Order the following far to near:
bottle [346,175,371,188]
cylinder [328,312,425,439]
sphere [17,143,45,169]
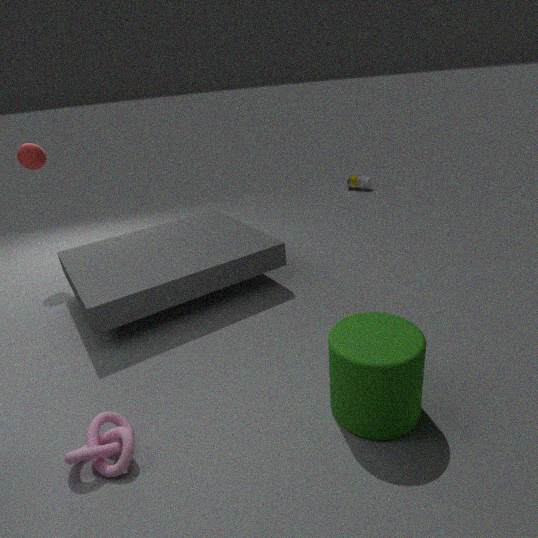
bottle [346,175,371,188] → sphere [17,143,45,169] → cylinder [328,312,425,439]
